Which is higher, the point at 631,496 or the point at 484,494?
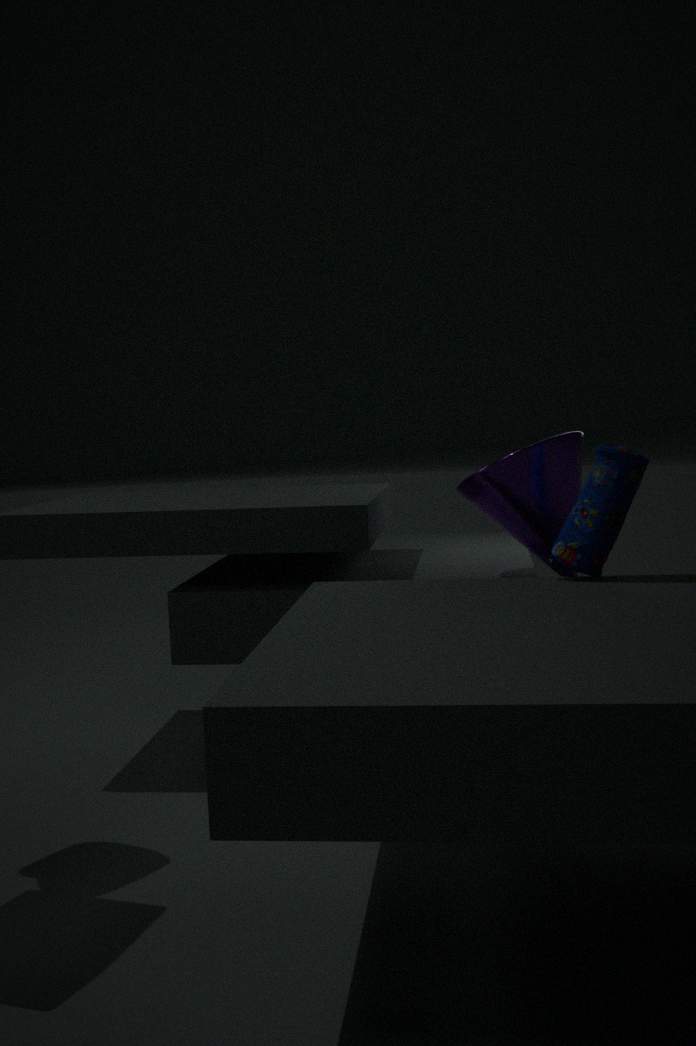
the point at 484,494
